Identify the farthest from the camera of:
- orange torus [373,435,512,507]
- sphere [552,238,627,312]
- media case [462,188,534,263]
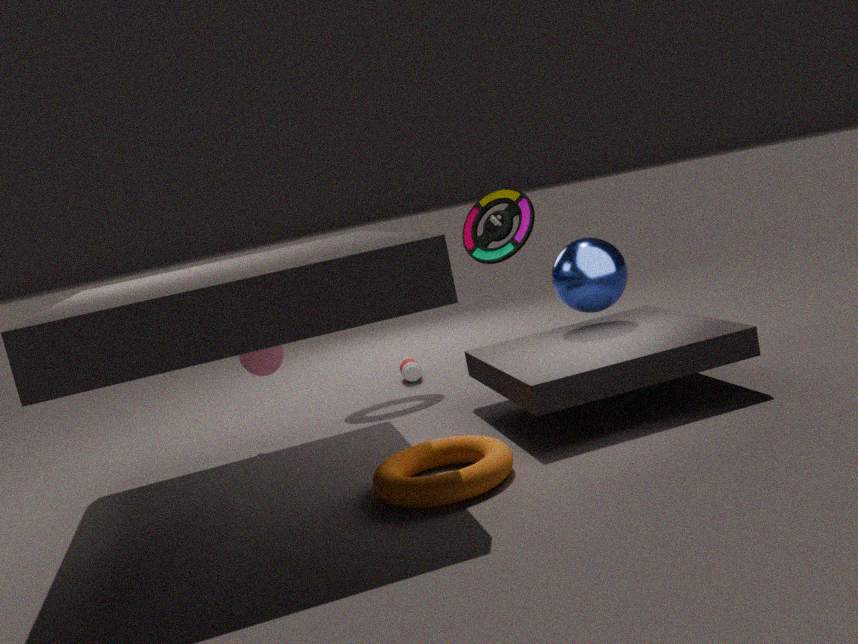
media case [462,188,534,263]
